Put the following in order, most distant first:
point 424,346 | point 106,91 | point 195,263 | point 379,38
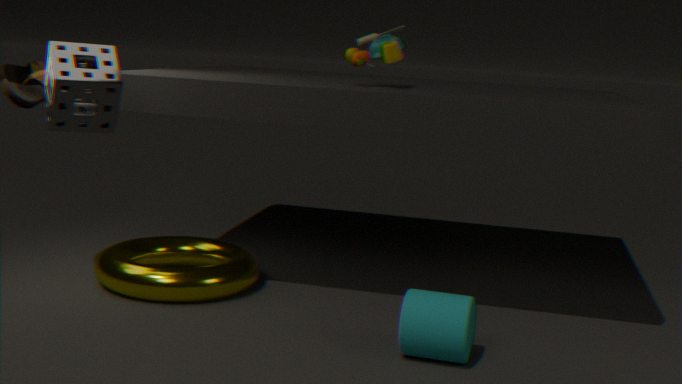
point 195,263 < point 379,38 < point 106,91 < point 424,346
